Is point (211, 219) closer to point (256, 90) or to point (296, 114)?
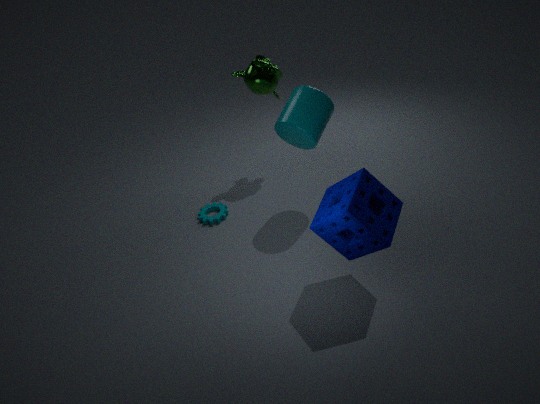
point (296, 114)
